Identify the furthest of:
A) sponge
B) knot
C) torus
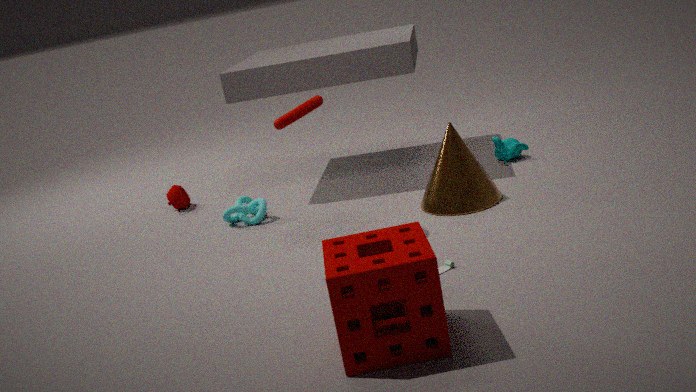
knot
